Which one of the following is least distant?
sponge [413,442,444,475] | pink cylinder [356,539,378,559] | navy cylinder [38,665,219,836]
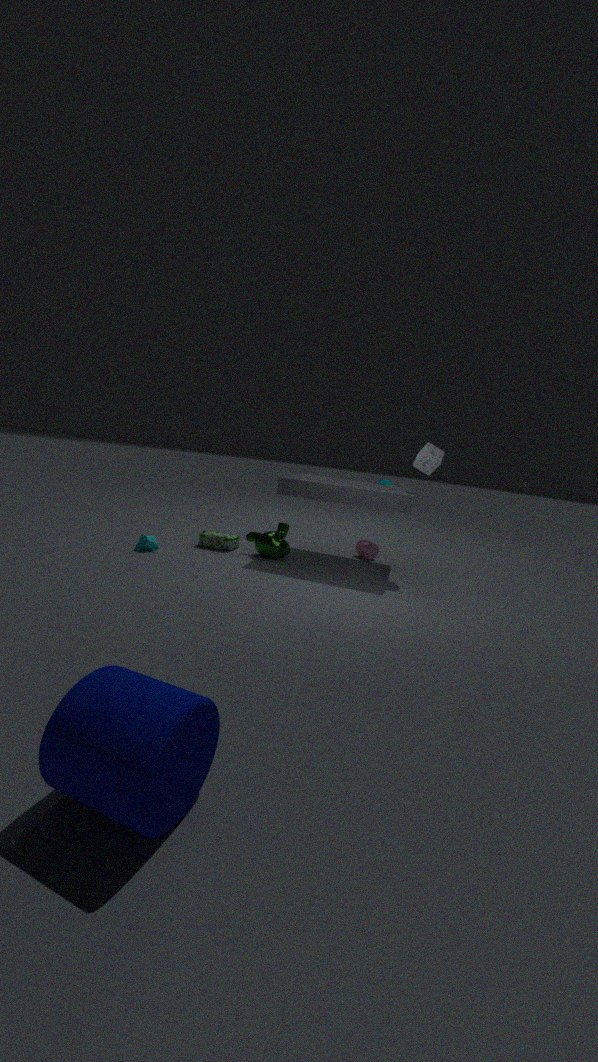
navy cylinder [38,665,219,836]
